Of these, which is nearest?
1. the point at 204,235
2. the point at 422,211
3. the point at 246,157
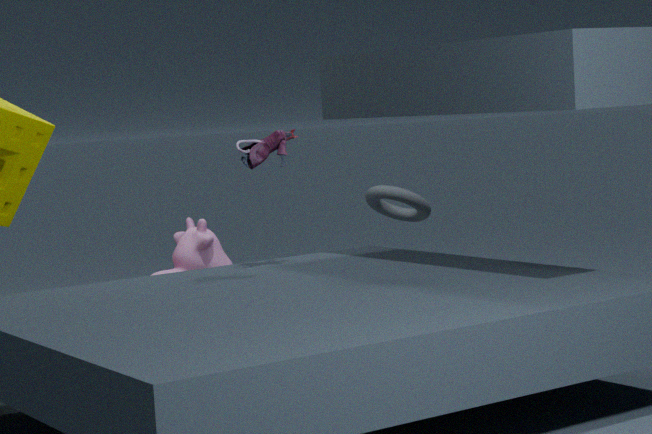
the point at 246,157
